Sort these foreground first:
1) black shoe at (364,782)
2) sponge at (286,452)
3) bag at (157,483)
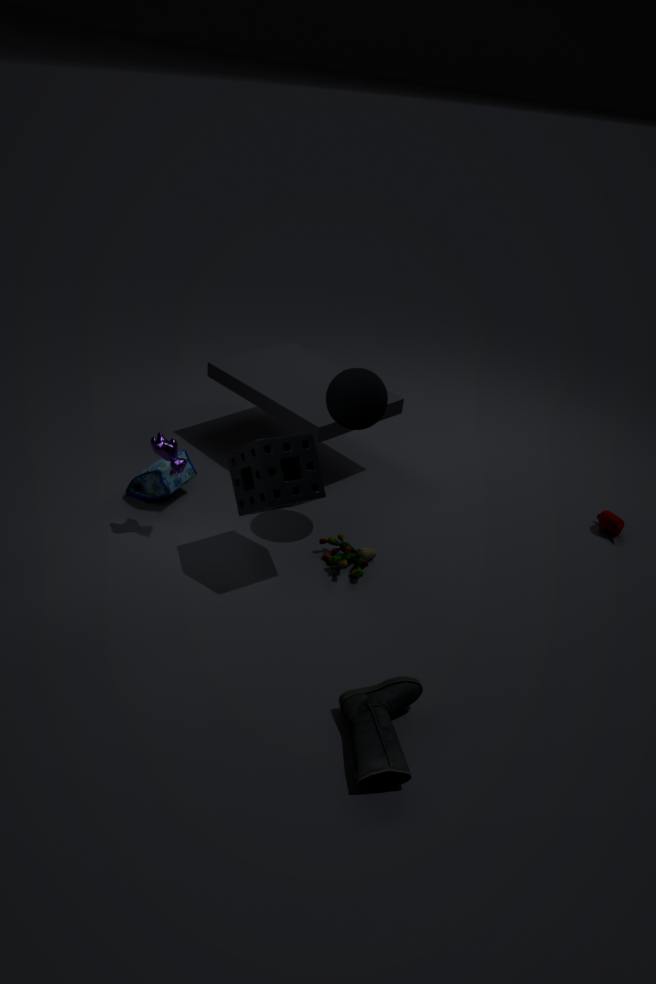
1. 1. black shoe at (364,782)
2. 2. sponge at (286,452)
3. 3. bag at (157,483)
